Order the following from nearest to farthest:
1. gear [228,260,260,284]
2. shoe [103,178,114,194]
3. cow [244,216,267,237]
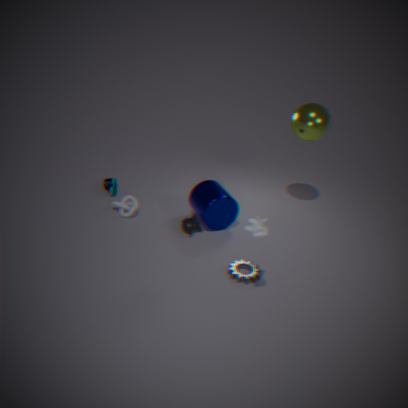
cow [244,216,267,237]
gear [228,260,260,284]
shoe [103,178,114,194]
